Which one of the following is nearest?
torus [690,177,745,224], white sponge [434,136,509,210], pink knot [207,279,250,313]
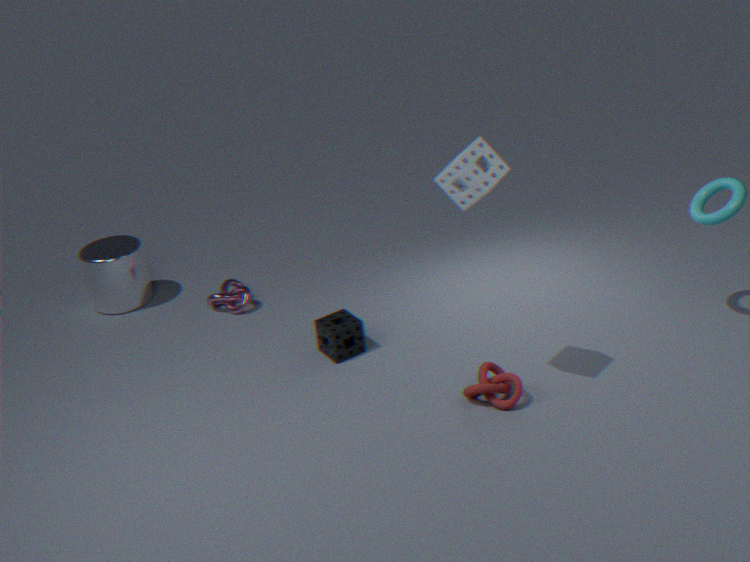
white sponge [434,136,509,210]
